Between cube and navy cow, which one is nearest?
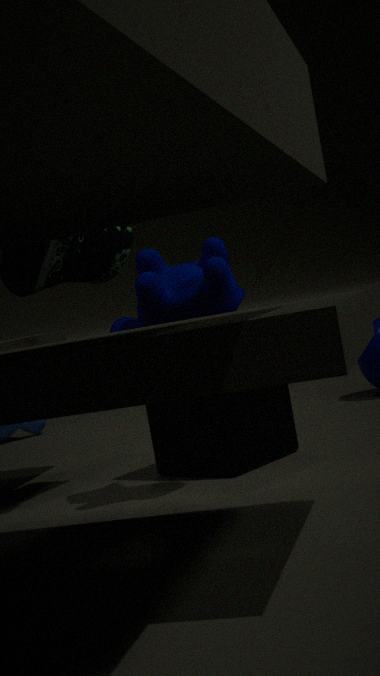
navy cow
